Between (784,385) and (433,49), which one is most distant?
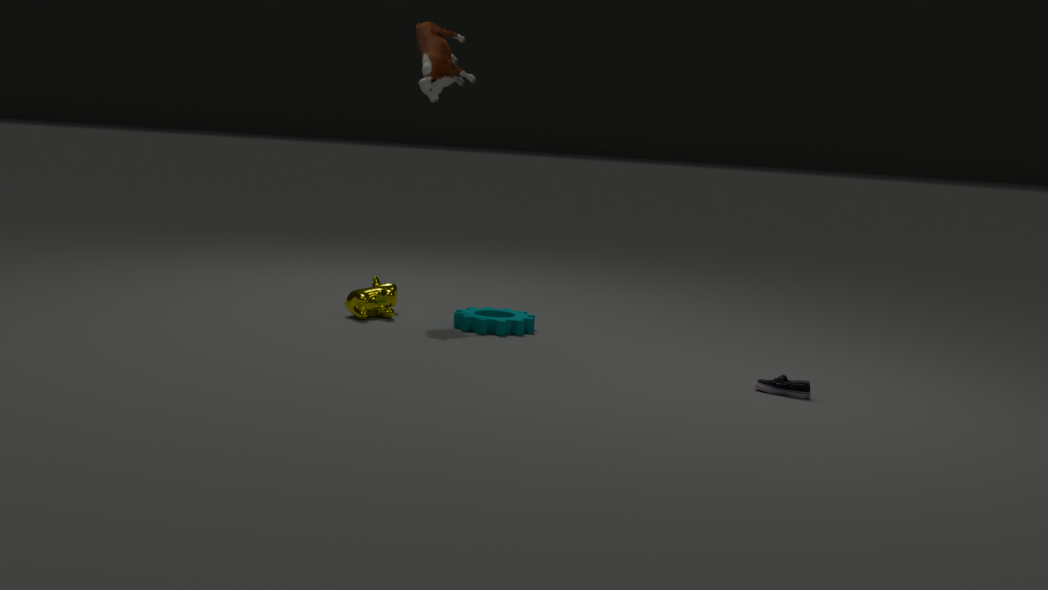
(433,49)
